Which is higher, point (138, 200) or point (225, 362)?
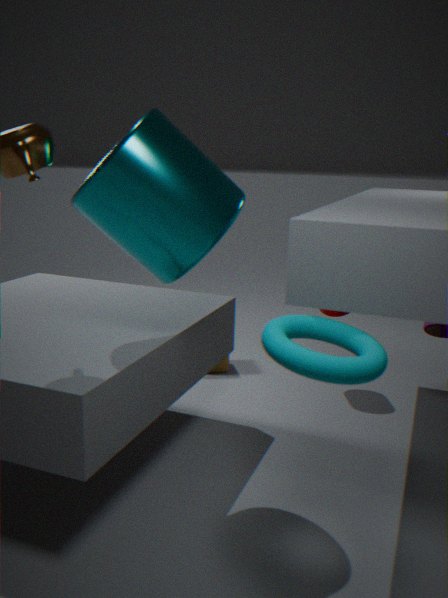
point (138, 200)
